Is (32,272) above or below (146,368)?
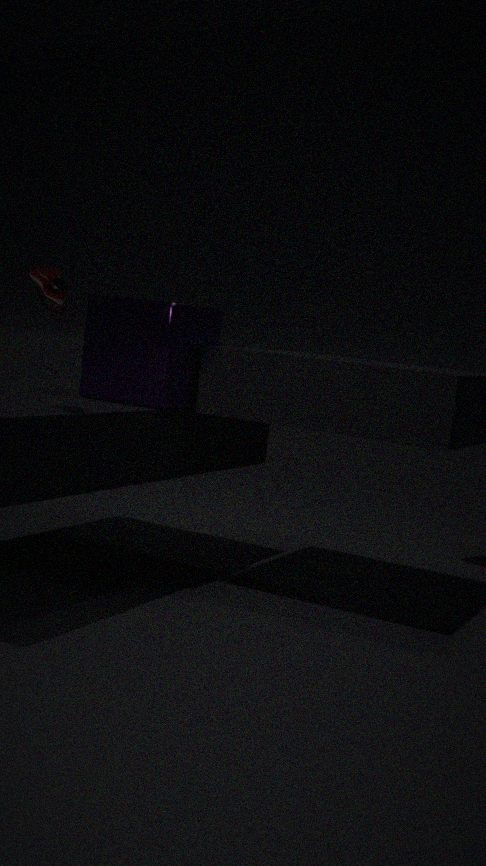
above
